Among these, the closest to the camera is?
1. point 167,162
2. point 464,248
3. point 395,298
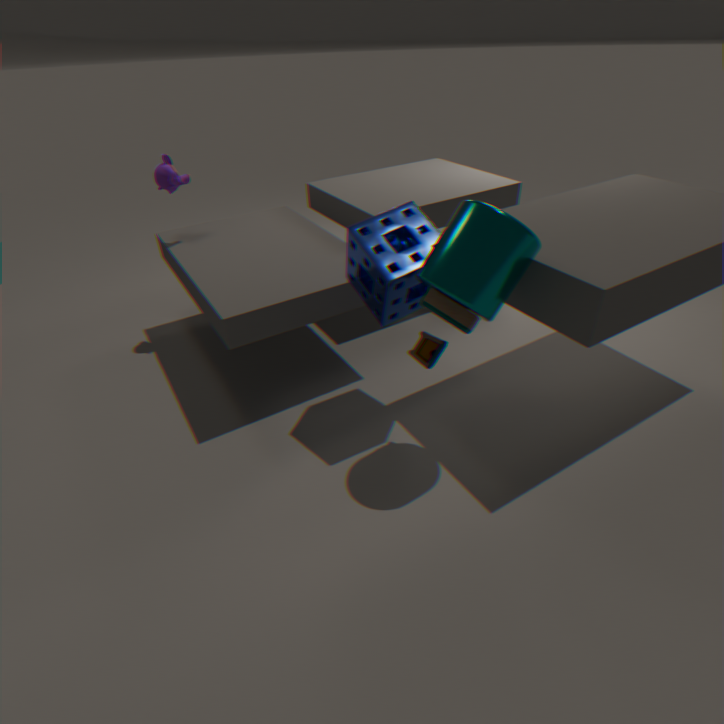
point 464,248
